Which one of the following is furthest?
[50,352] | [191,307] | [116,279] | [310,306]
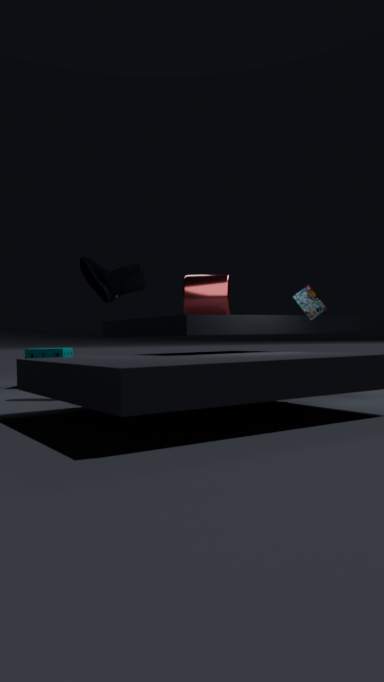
[50,352]
